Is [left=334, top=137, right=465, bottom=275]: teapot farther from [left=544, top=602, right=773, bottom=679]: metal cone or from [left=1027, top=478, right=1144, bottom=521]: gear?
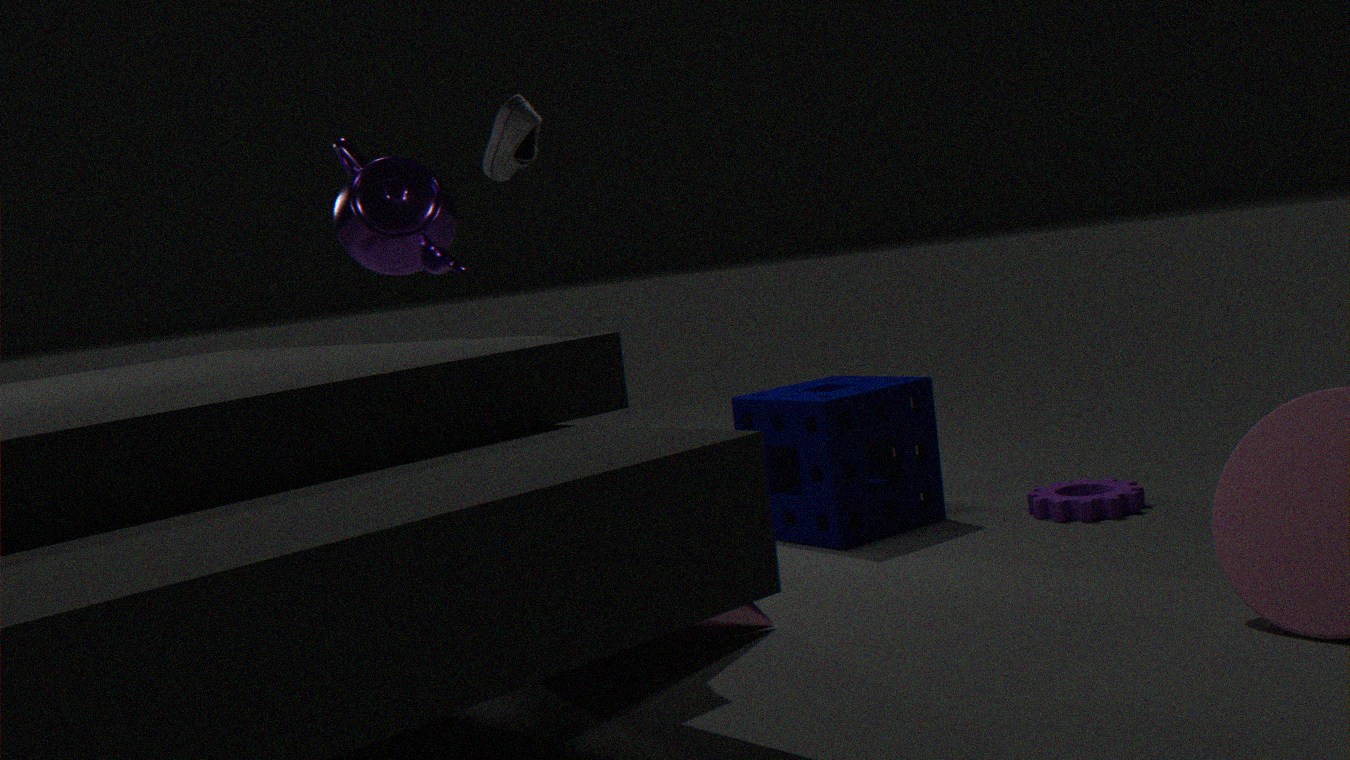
[left=1027, top=478, right=1144, bottom=521]: gear
